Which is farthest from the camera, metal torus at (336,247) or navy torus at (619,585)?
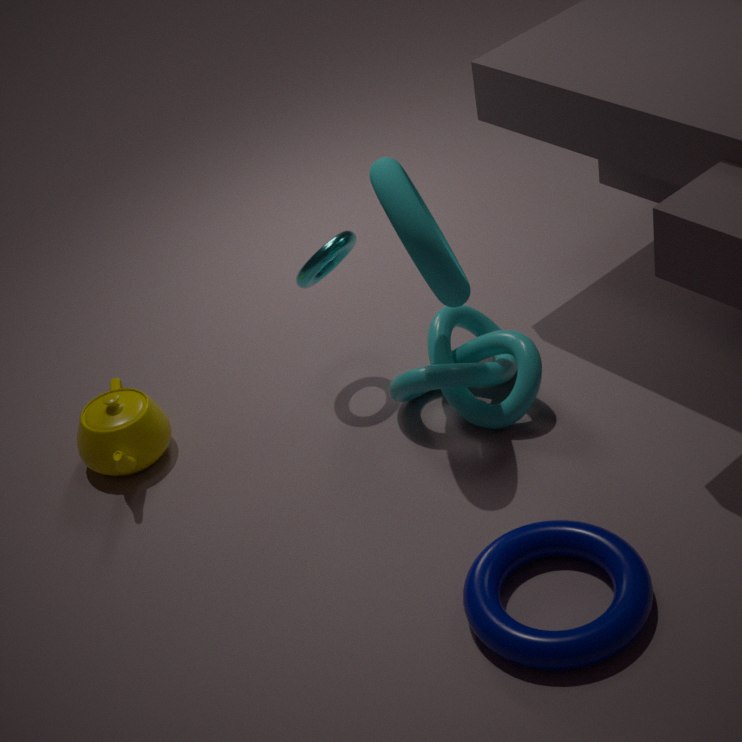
metal torus at (336,247)
